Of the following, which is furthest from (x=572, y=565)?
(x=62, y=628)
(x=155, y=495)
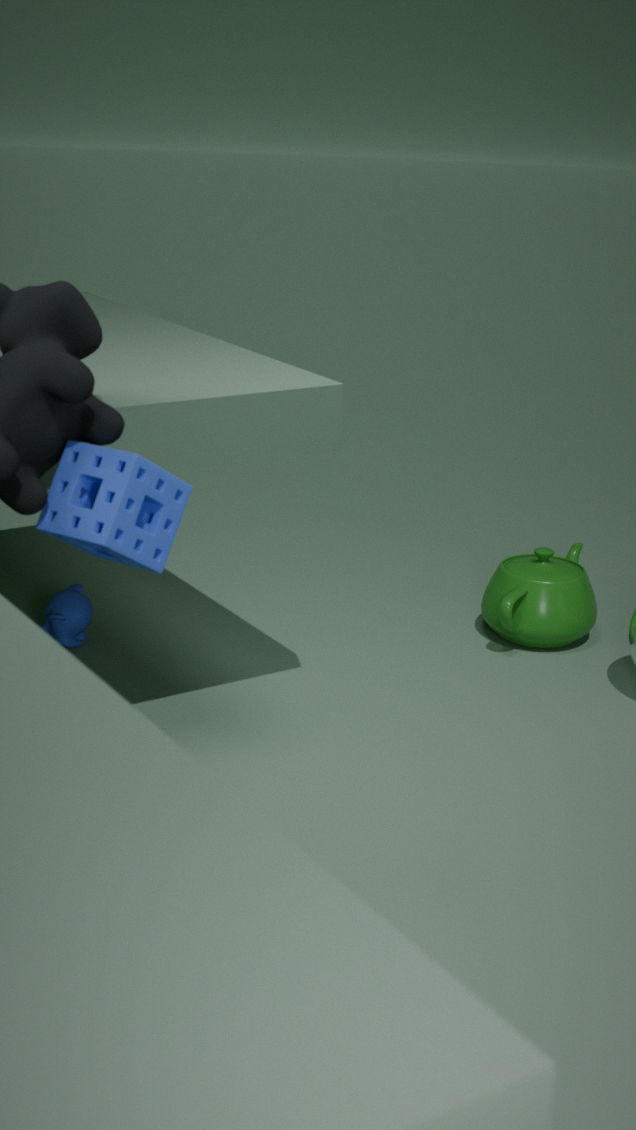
(x=155, y=495)
